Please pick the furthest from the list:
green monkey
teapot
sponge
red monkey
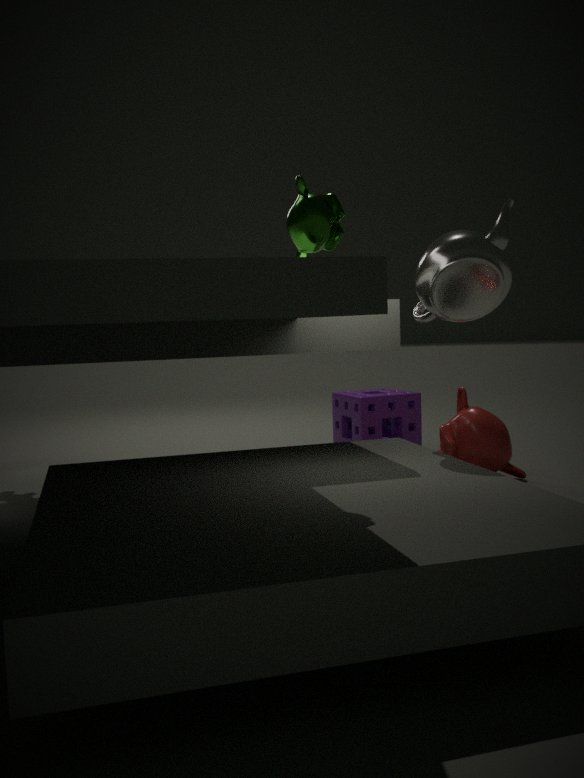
sponge
